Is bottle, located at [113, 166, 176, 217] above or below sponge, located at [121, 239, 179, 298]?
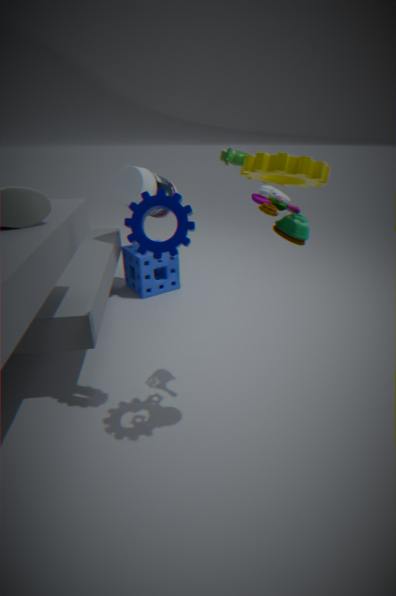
above
